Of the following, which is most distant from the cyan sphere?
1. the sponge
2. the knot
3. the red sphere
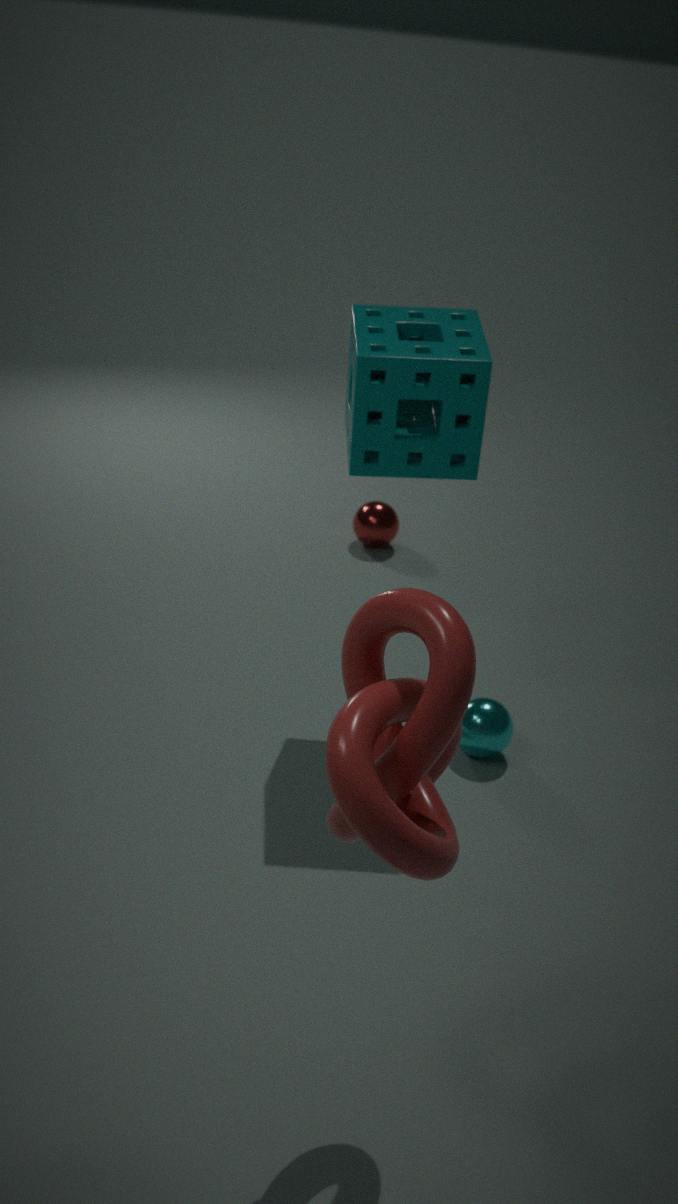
the red sphere
